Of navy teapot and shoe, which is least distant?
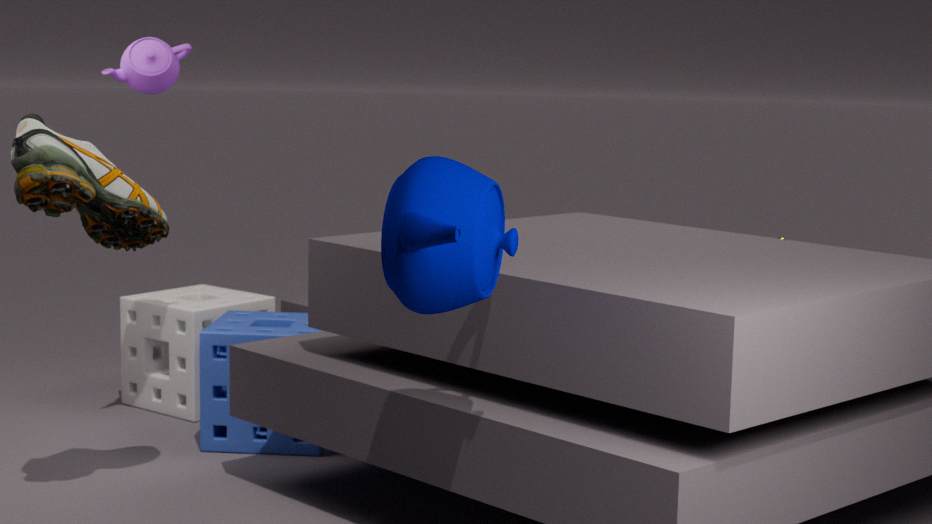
navy teapot
